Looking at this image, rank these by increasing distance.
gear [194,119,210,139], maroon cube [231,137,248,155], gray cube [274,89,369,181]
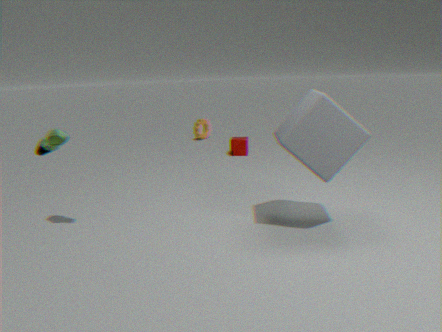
gray cube [274,89,369,181], maroon cube [231,137,248,155], gear [194,119,210,139]
